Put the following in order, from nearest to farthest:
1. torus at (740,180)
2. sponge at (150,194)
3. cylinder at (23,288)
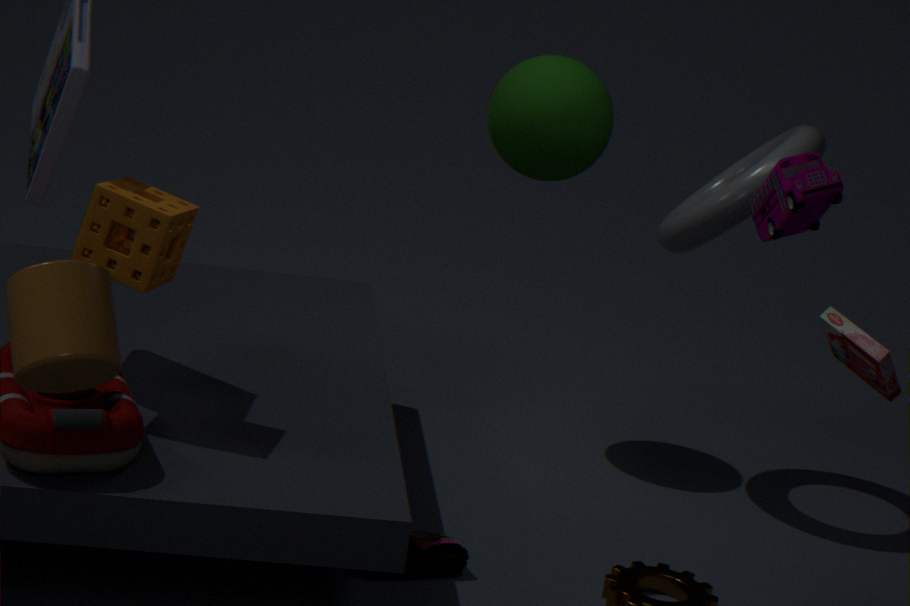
cylinder at (23,288) < sponge at (150,194) < torus at (740,180)
